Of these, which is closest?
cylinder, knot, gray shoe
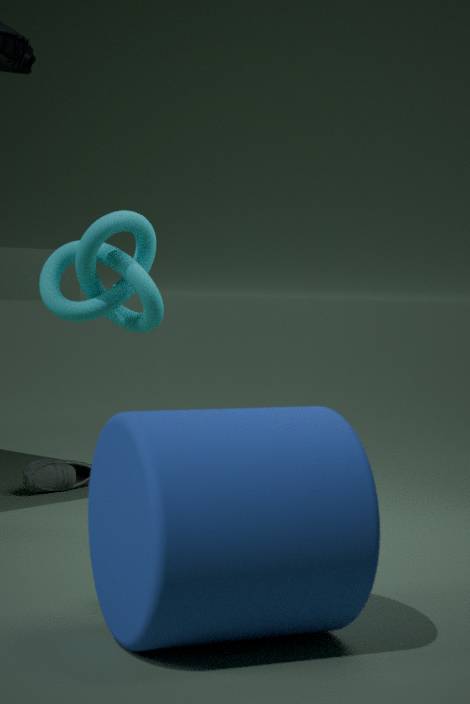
cylinder
